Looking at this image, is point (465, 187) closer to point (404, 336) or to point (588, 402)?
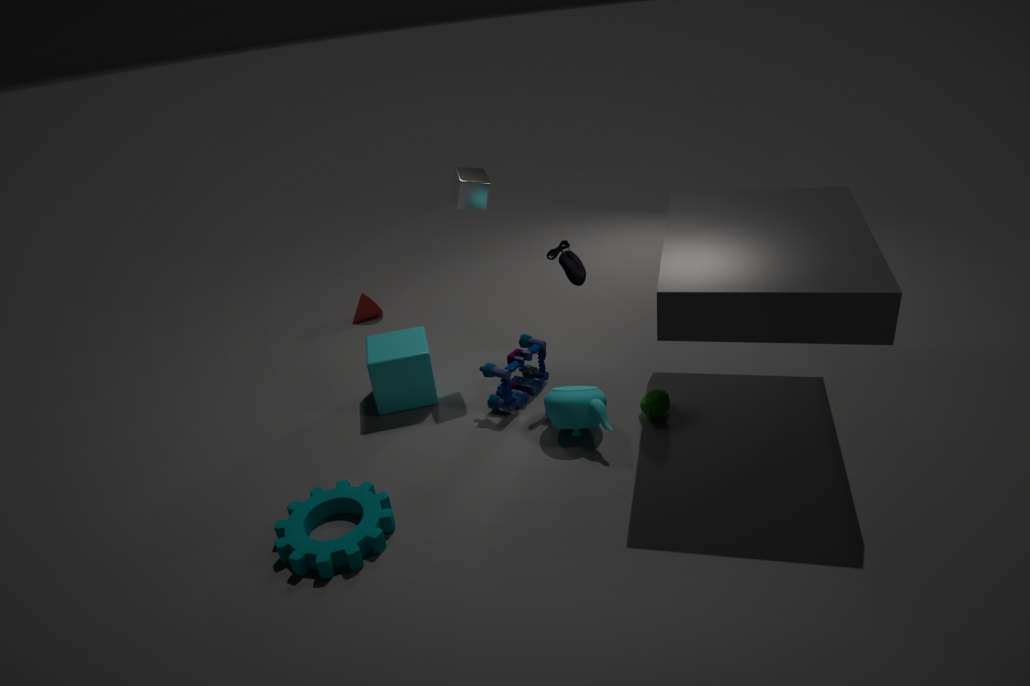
point (404, 336)
